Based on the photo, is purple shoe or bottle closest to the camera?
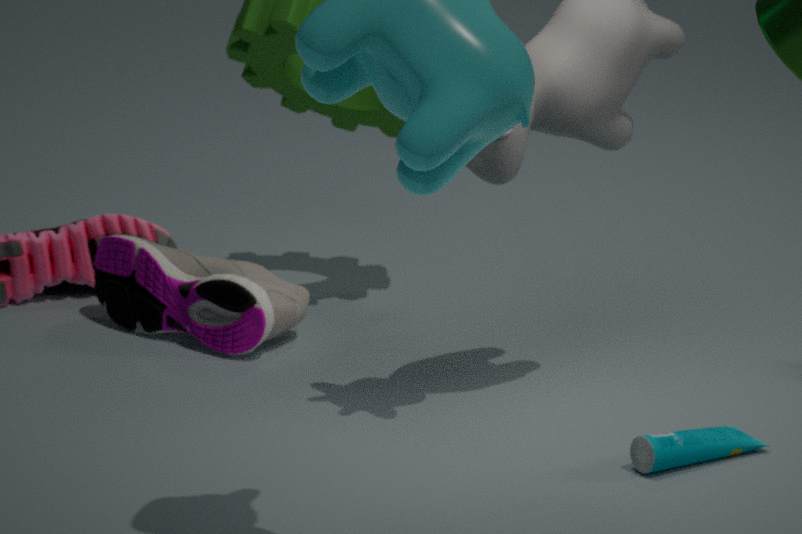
bottle
